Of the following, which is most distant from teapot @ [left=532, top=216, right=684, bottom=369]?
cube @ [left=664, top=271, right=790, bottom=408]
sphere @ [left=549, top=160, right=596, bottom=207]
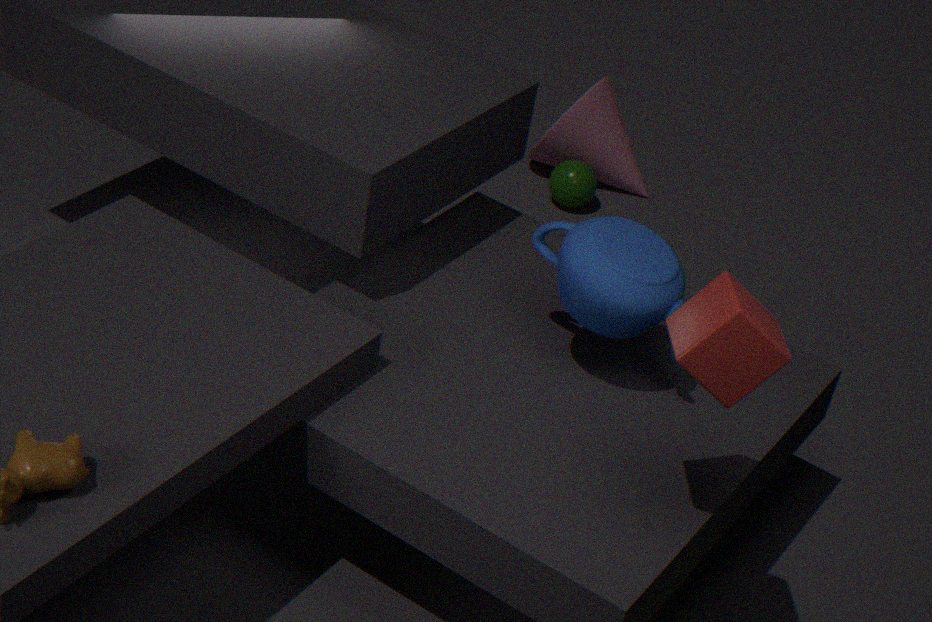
sphere @ [left=549, top=160, right=596, bottom=207]
